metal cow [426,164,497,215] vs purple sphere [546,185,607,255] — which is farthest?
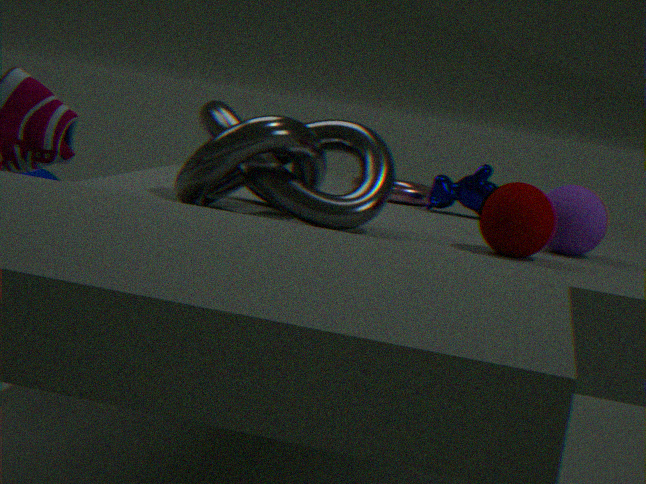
metal cow [426,164,497,215]
